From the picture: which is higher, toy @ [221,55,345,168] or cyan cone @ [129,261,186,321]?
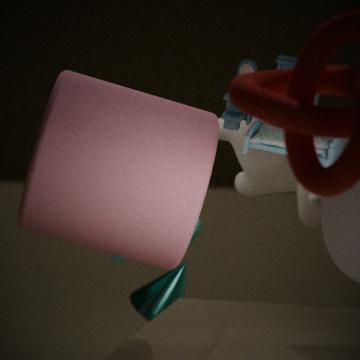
toy @ [221,55,345,168]
